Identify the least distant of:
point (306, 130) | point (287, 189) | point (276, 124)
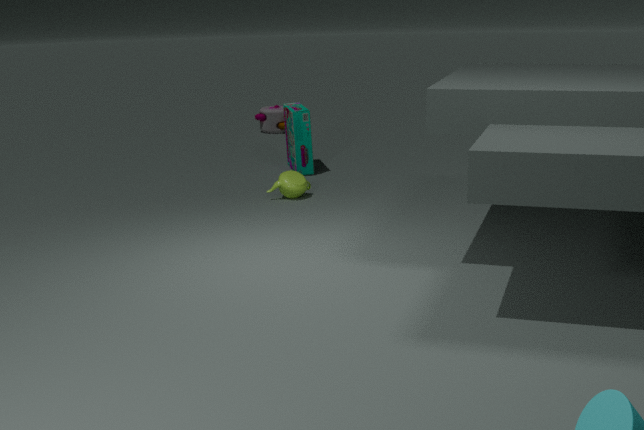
point (287, 189)
